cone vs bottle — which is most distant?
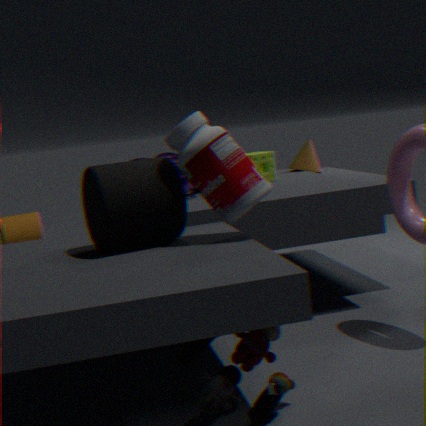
cone
